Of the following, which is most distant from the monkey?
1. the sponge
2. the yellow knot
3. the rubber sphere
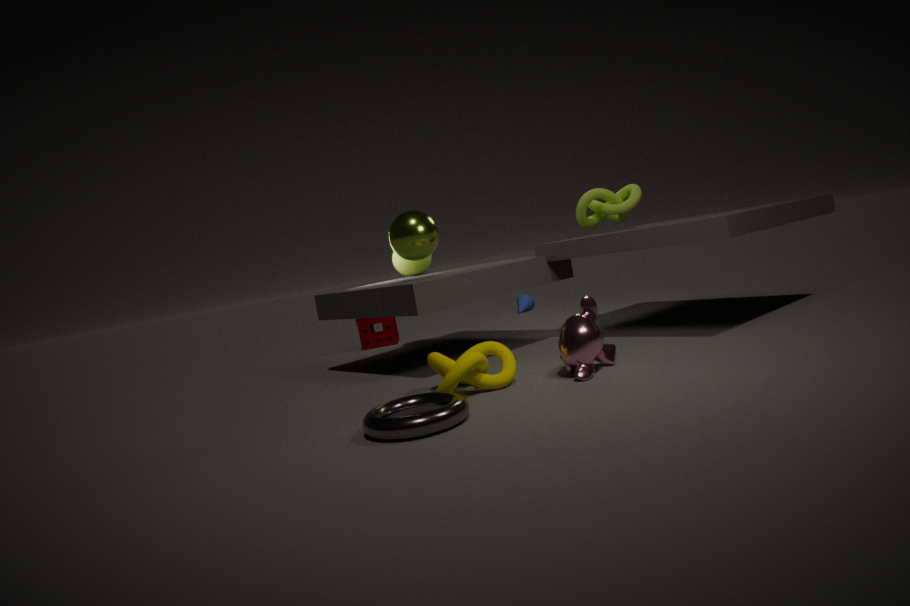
the sponge
